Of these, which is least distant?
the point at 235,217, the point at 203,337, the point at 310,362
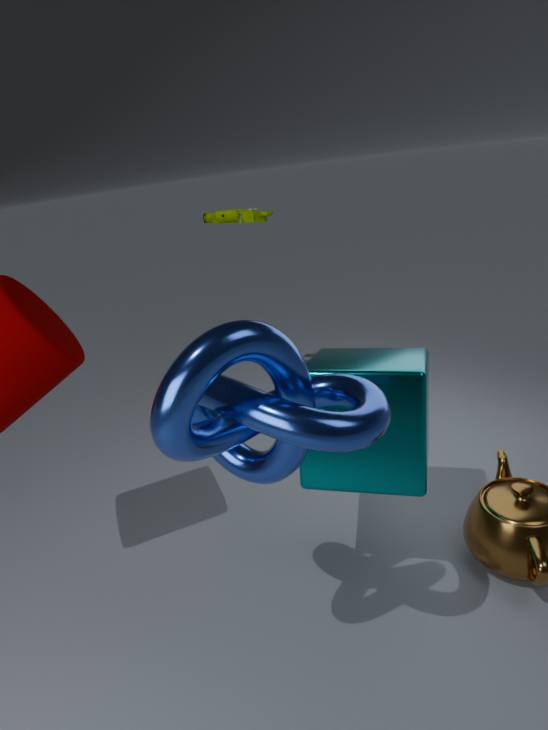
the point at 203,337
